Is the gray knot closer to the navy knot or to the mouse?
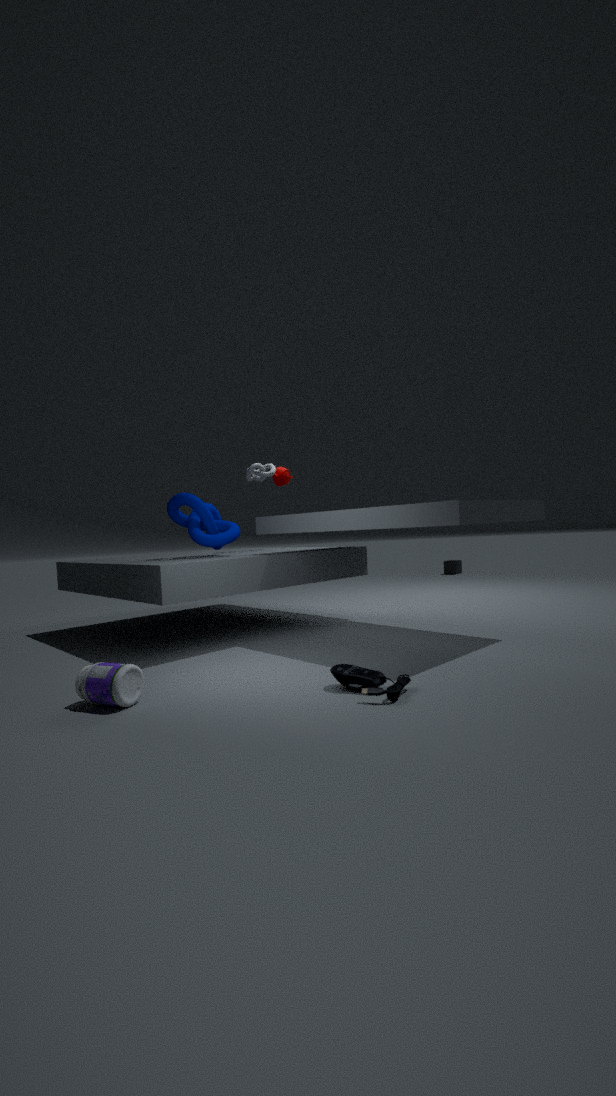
the navy knot
